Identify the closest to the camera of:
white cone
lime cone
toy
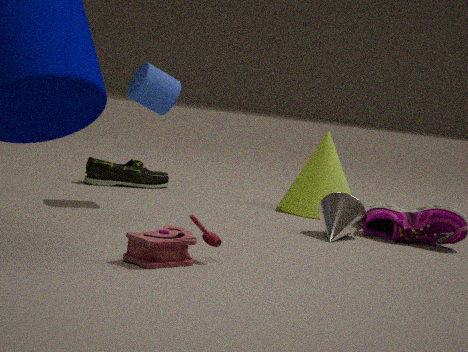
toy
